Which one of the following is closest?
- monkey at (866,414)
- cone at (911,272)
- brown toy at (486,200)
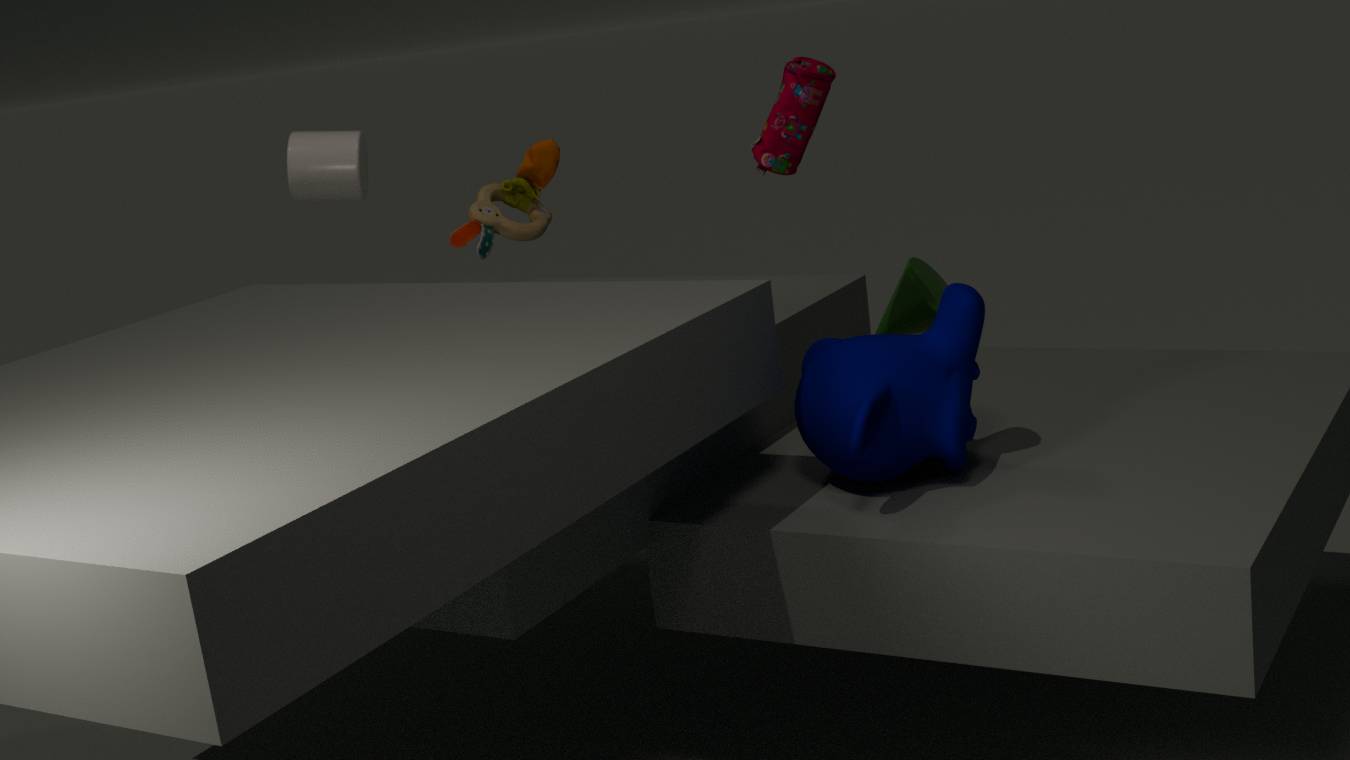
monkey at (866,414)
